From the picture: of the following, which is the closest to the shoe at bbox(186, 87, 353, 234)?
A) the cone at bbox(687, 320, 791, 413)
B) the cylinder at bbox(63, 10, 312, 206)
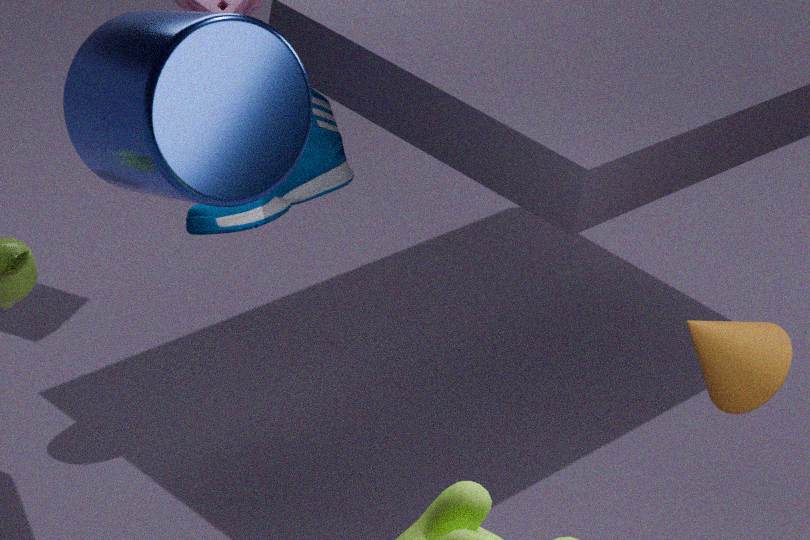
the cylinder at bbox(63, 10, 312, 206)
